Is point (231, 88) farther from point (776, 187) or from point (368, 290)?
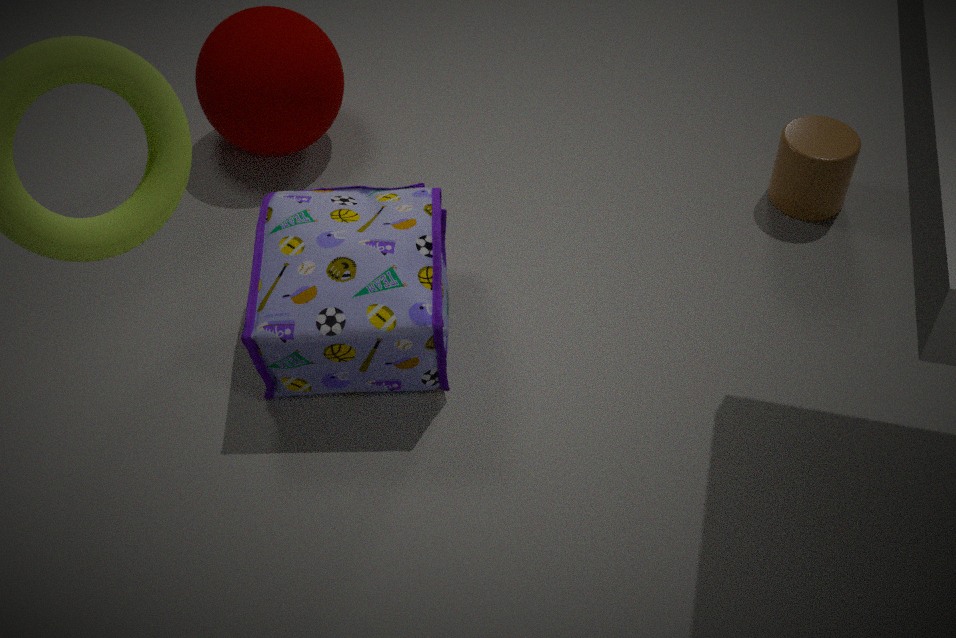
point (776, 187)
